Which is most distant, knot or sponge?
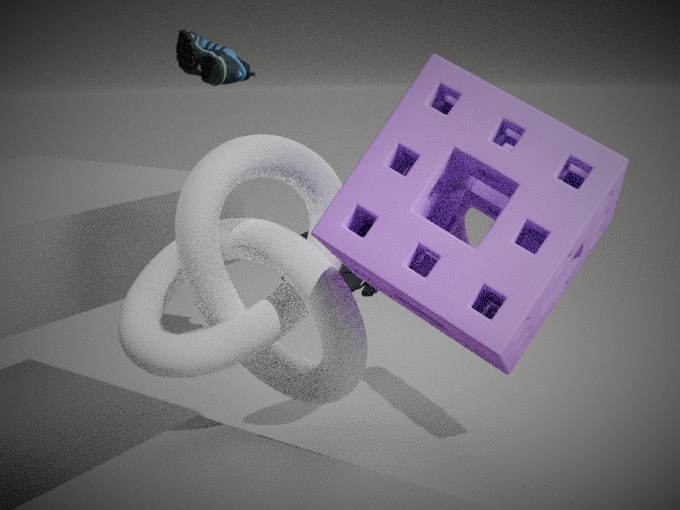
knot
